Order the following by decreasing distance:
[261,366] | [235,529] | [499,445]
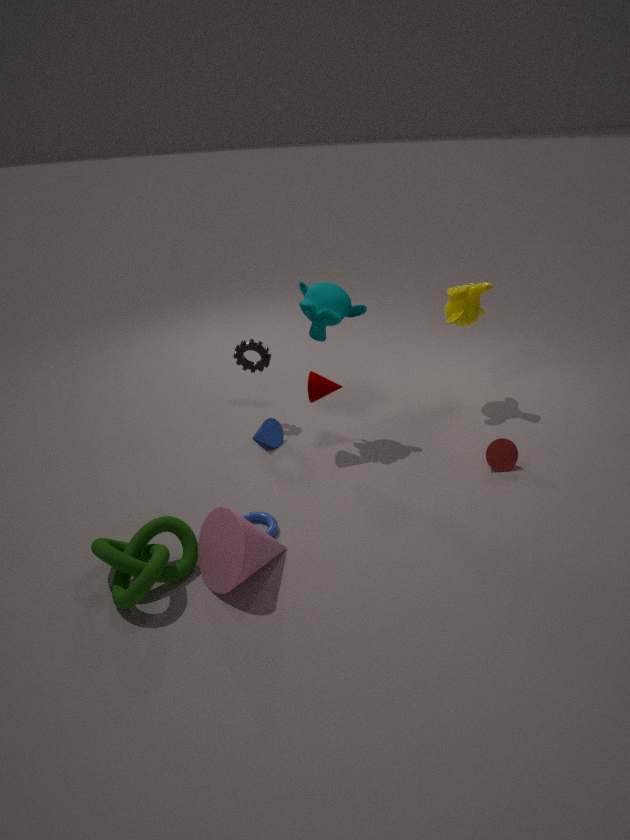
[261,366]
[499,445]
[235,529]
